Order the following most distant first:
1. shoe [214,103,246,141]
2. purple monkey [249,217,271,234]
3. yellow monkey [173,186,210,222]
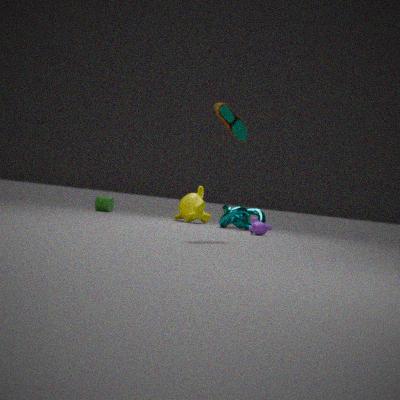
1. yellow monkey [173,186,210,222]
2. purple monkey [249,217,271,234]
3. shoe [214,103,246,141]
